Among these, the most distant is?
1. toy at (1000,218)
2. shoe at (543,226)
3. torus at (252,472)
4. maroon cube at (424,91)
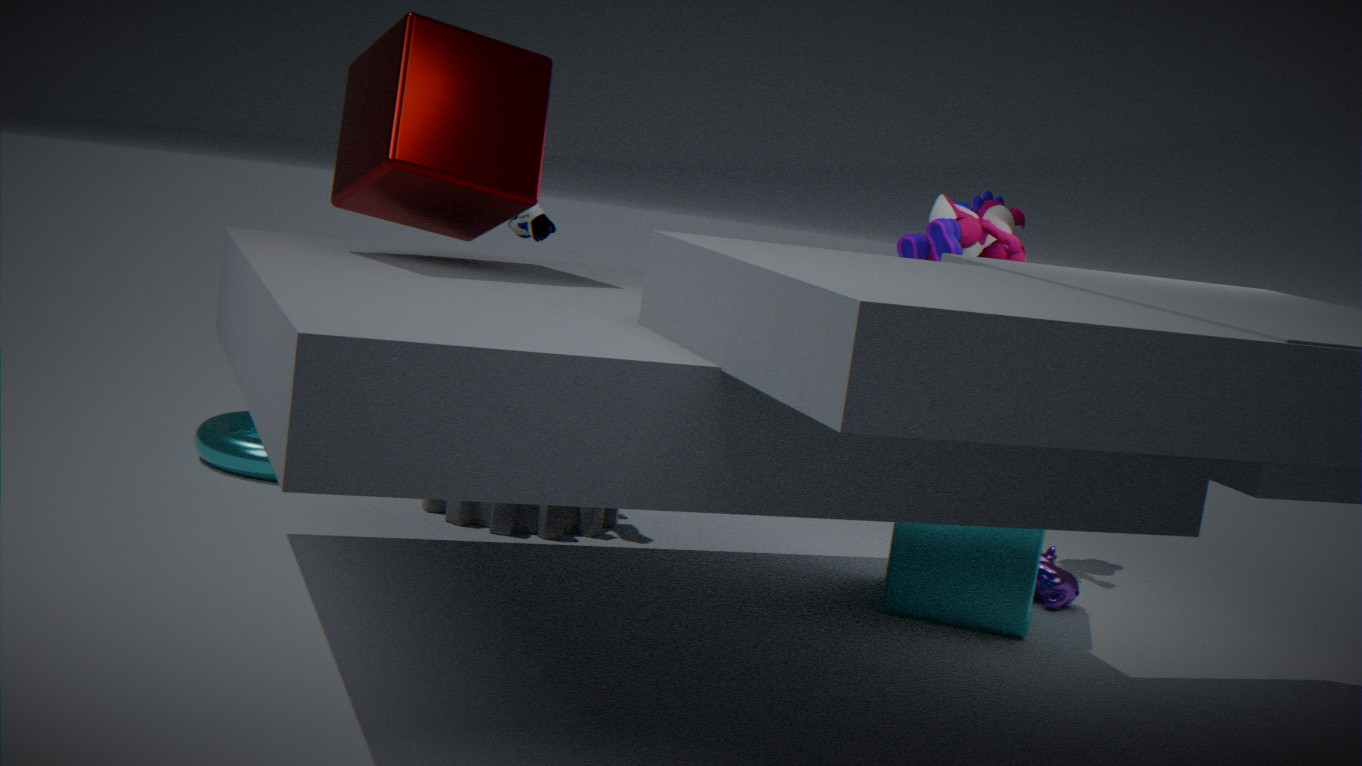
torus at (252,472)
